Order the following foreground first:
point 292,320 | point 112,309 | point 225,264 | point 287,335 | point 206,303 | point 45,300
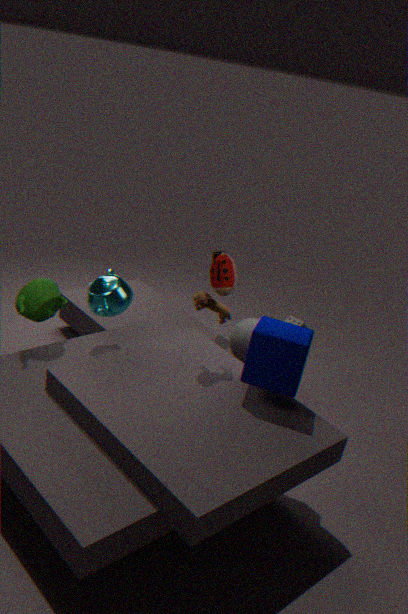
point 287,335 < point 206,303 < point 45,300 < point 112,309 < point 292,320 < point 225,264
